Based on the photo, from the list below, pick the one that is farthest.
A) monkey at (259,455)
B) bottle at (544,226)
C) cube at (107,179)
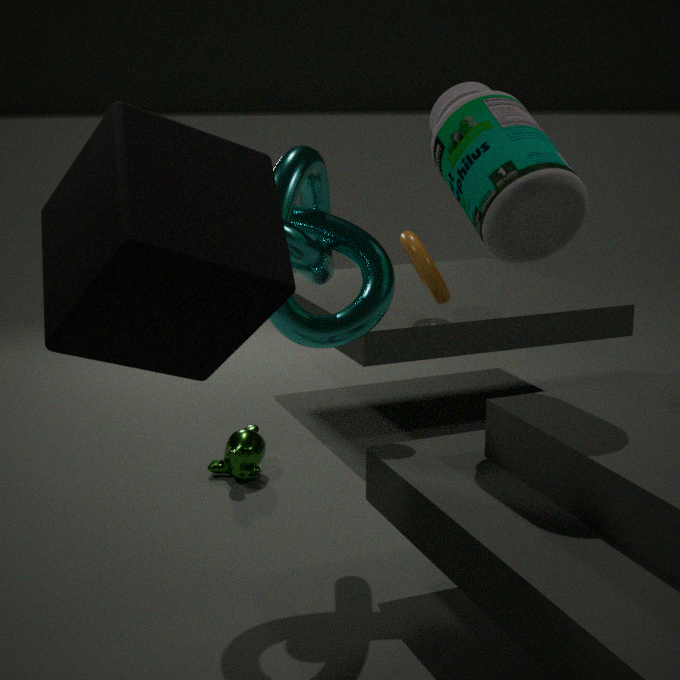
monkey at (259,455)
